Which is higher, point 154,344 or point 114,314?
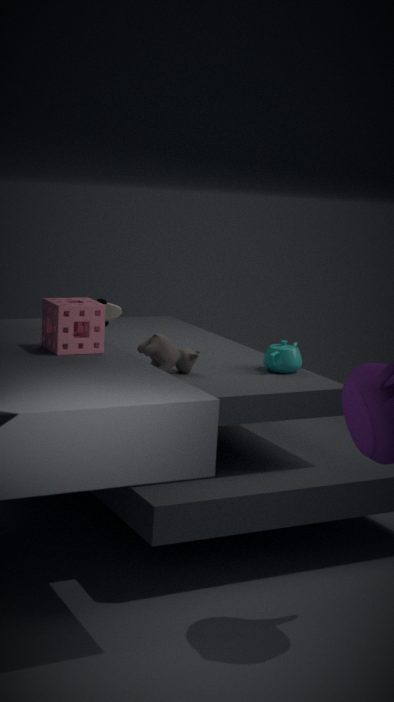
point 114,314
